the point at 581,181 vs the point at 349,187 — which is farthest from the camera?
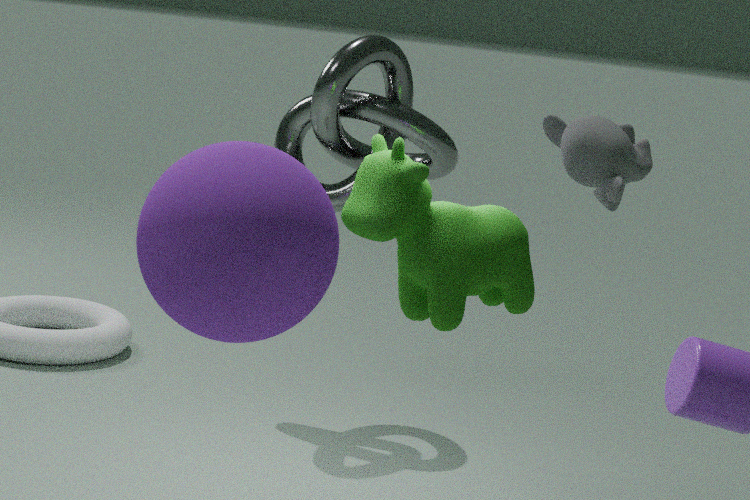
the point at 349,187
